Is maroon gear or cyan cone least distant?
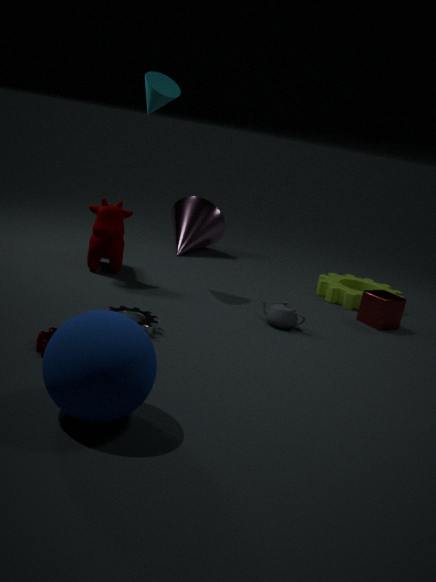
maroon gear
